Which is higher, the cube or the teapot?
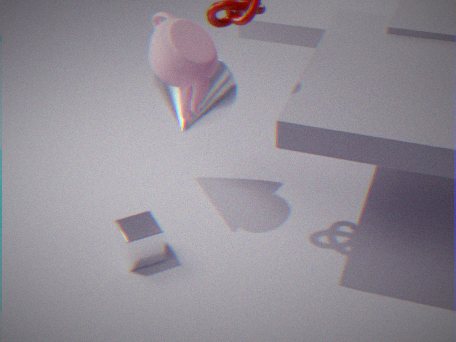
the teapot
